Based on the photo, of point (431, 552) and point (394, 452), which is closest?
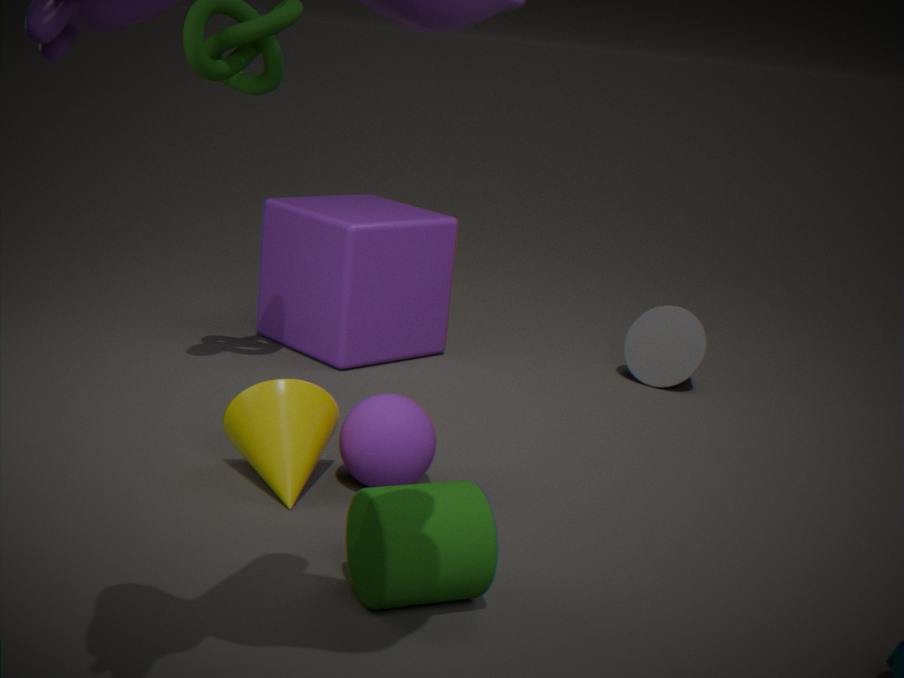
point (431, 552)
